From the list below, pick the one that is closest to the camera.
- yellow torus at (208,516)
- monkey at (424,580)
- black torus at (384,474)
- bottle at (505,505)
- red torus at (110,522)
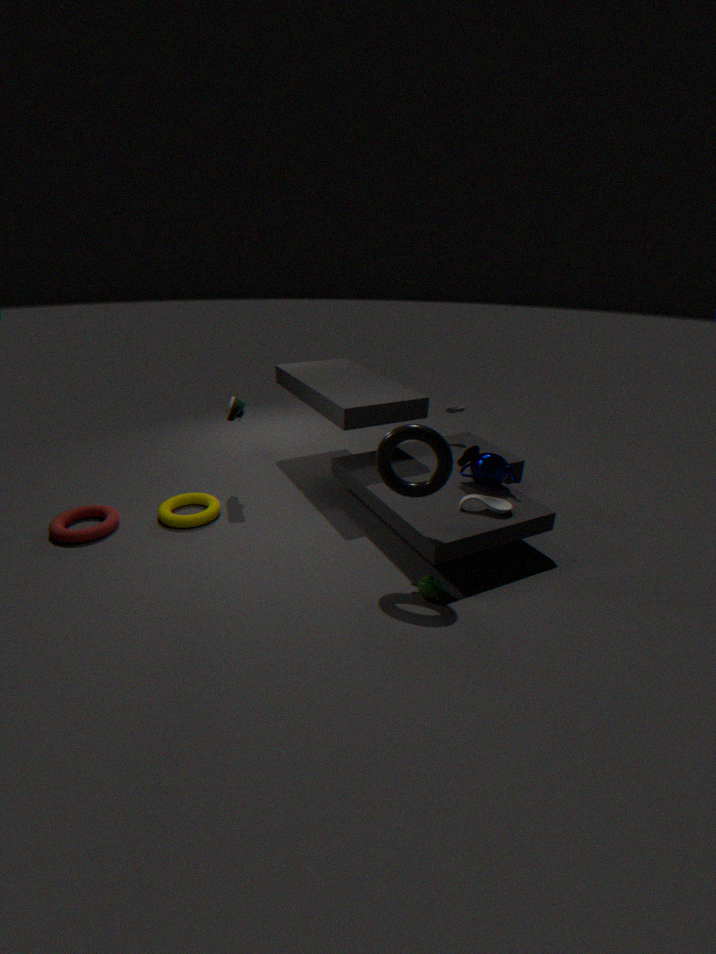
black torus at (384,474)
